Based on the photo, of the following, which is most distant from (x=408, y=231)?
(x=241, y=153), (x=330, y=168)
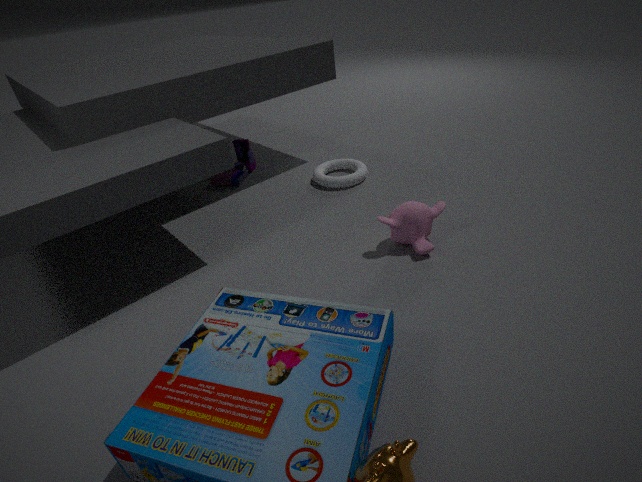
(x=241, y=153)
